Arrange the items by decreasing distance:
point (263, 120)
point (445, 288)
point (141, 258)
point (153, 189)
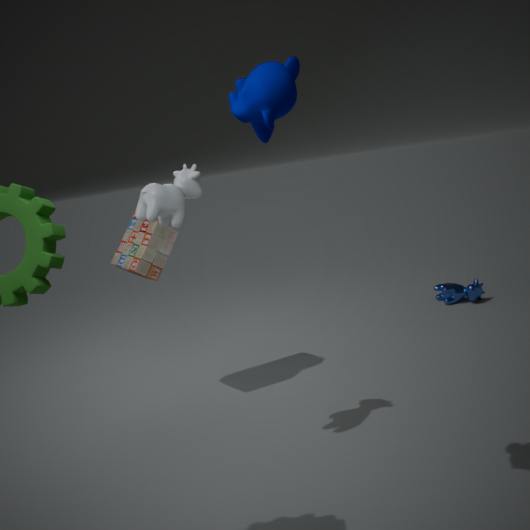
point (445, 288) < point (141, 258) < point (153, 189) < point (263, 120)
